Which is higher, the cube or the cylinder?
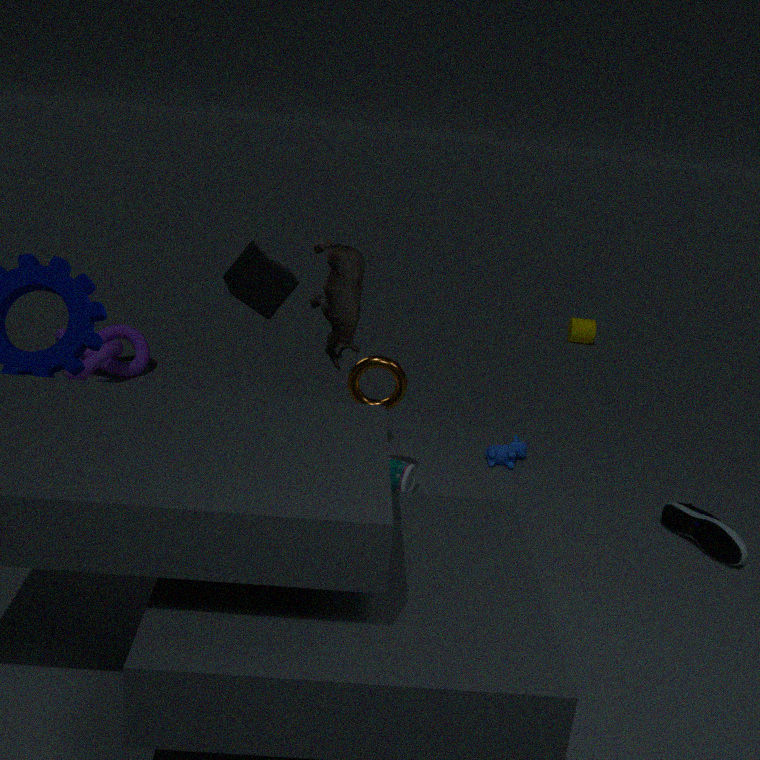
the cube
